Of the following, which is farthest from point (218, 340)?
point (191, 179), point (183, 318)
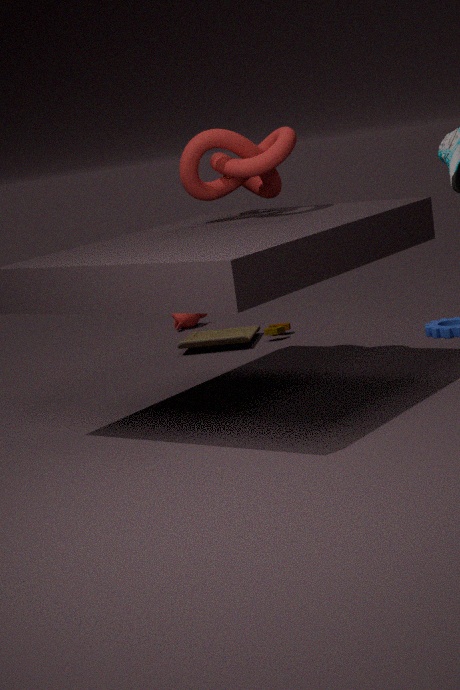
point (191, 179)
